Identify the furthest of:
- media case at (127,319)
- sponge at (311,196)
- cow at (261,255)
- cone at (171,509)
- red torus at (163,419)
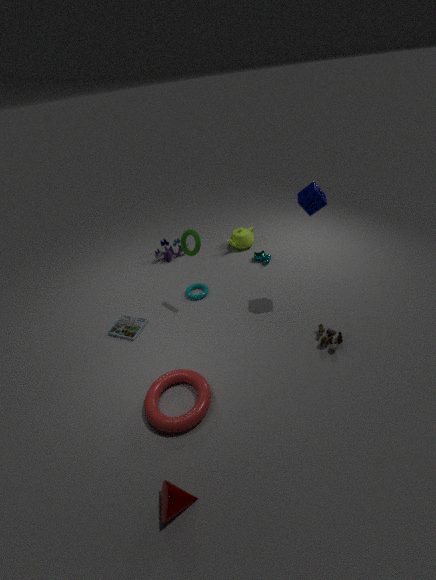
cow at (261,255)
